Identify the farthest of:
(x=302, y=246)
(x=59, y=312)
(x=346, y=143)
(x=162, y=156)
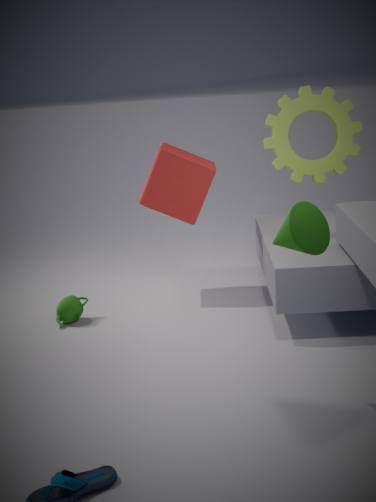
(x=162, y=156)
